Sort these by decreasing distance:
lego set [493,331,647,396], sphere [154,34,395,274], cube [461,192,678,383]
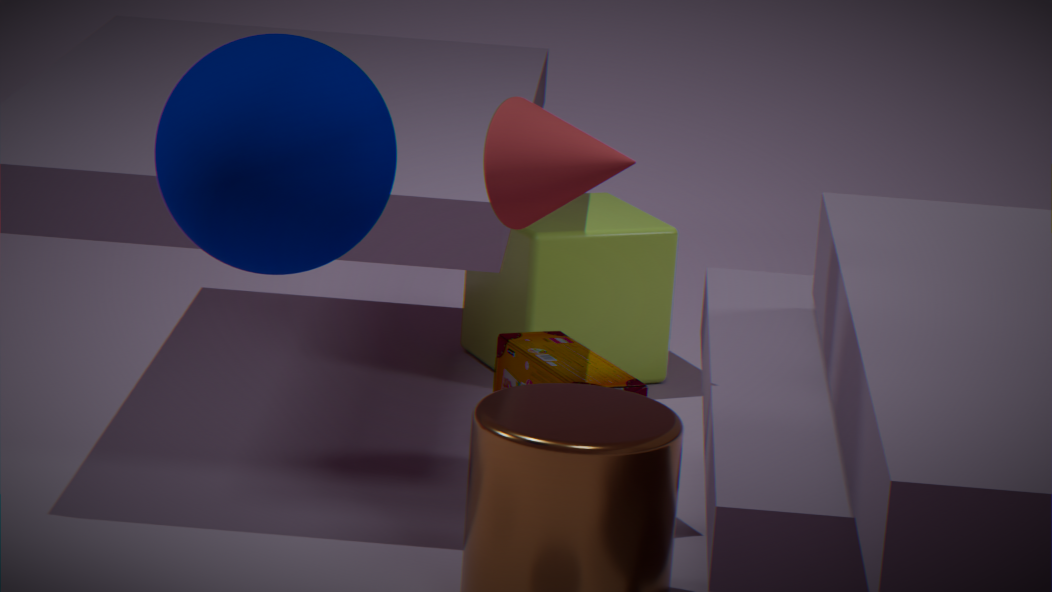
cube [461,192,678,383] → lego set [493,331,647,396] → sphere [154,34,395,274]
